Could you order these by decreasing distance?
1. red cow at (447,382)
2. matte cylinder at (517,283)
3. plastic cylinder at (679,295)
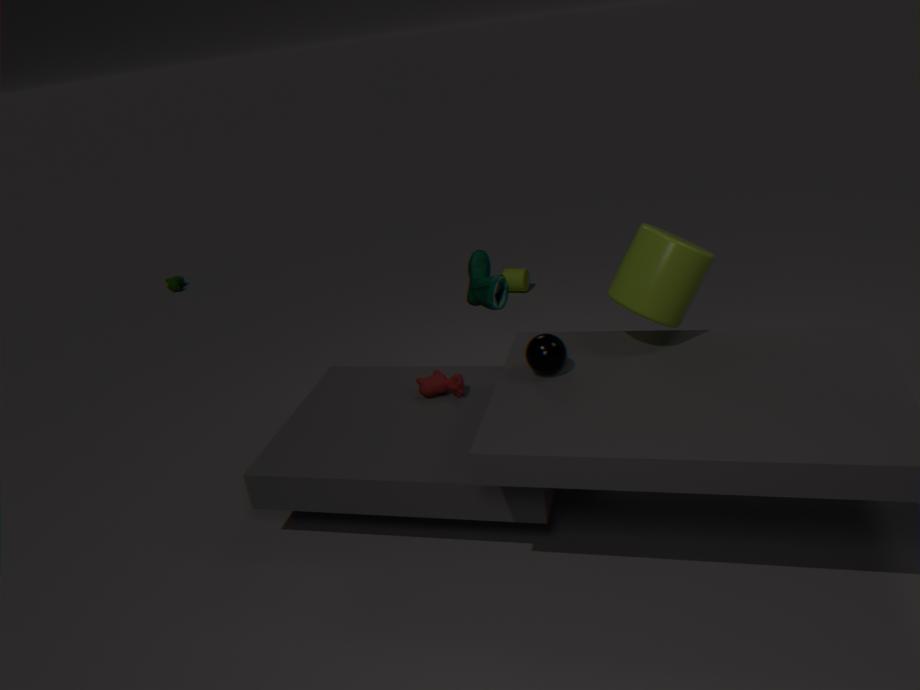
matte cylinder at (517,283), red cow at (447,382), plastic cylinder at (679,295)
